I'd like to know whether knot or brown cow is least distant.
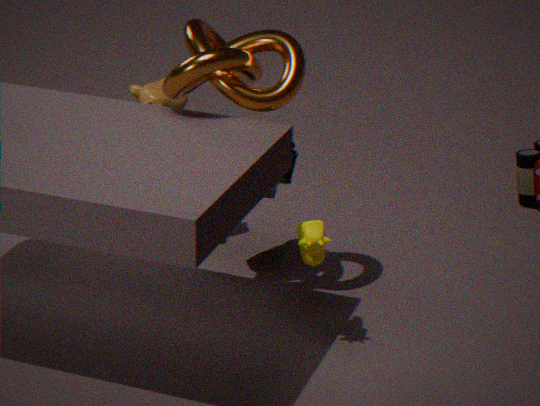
knot
